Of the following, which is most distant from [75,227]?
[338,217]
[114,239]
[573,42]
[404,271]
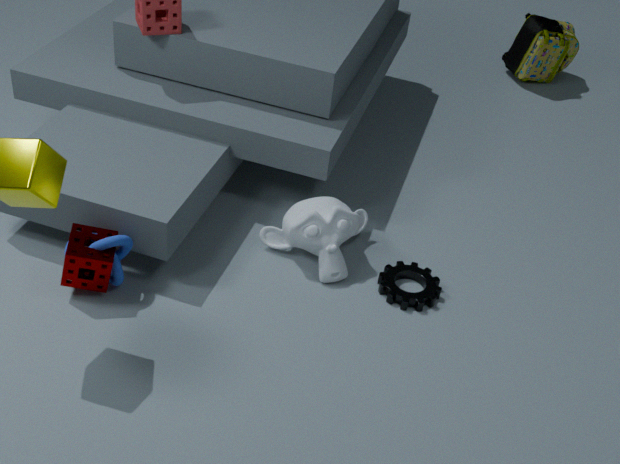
[573,42]
